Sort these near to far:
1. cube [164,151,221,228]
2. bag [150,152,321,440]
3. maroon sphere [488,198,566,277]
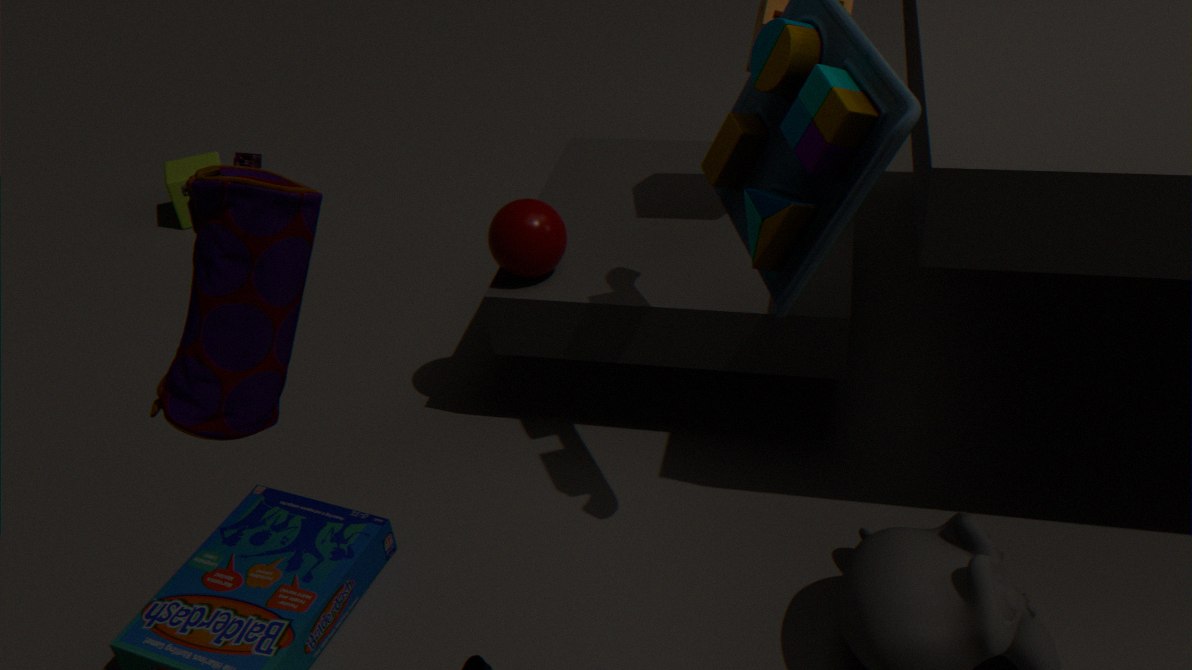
bag [150,152,321,440] < maroon sphere [488,198,566,277] < cube [164,151,221,228]
